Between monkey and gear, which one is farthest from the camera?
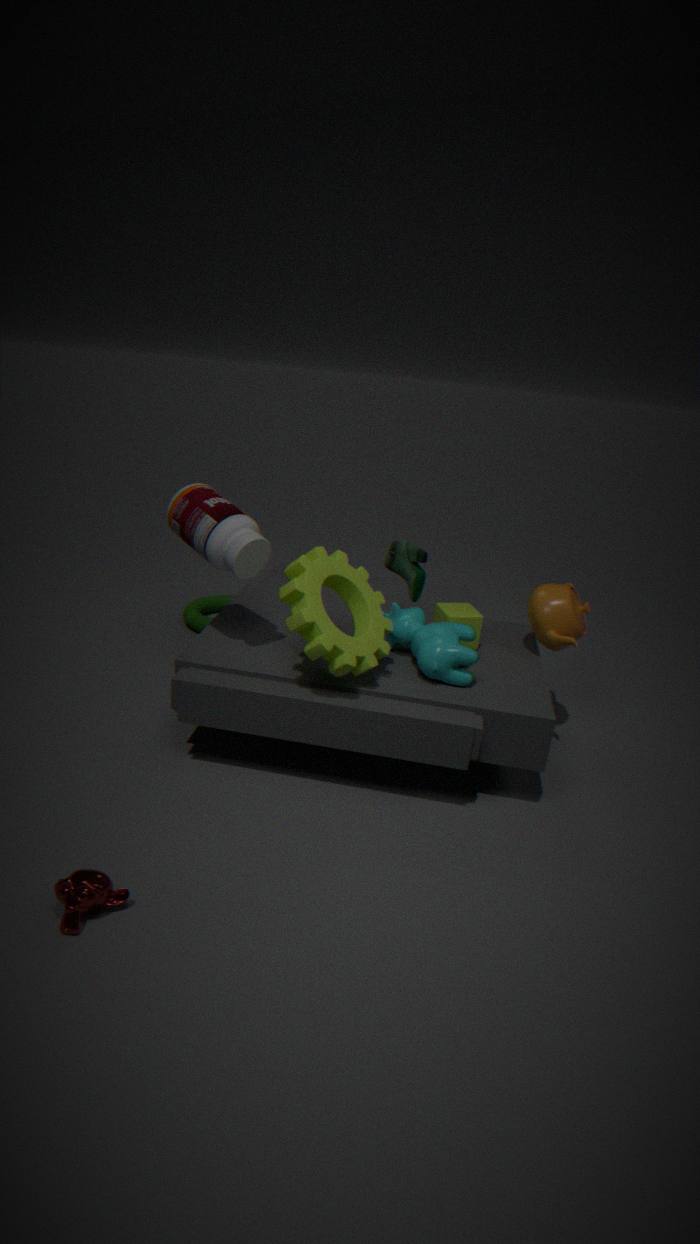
gear
